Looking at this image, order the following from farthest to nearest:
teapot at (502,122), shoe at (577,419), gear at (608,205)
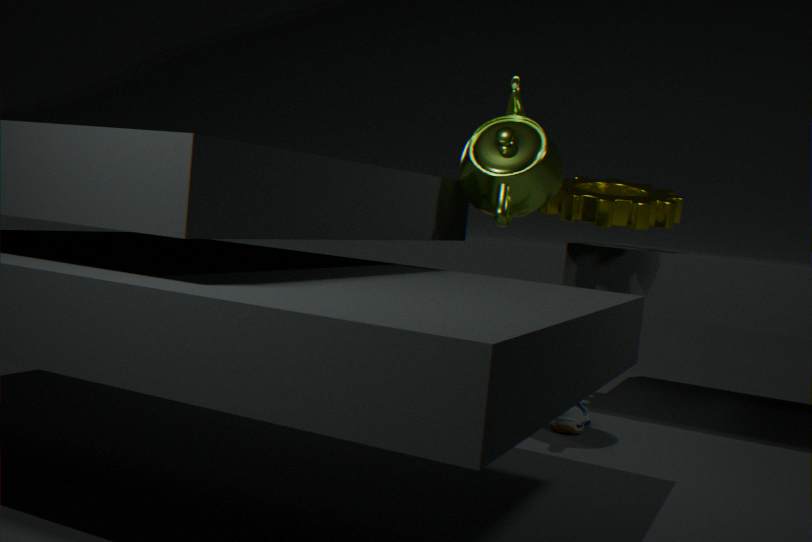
gear at (608,205)
shoe at (577,419)
teapot at (502,122)
